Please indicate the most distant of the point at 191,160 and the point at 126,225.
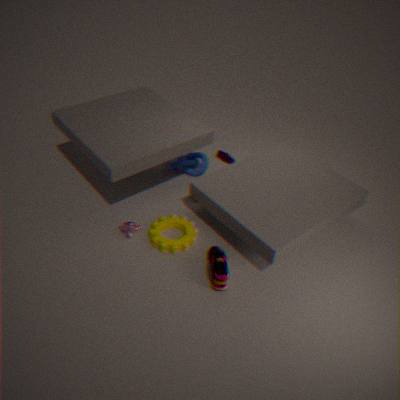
the point at 191,160
